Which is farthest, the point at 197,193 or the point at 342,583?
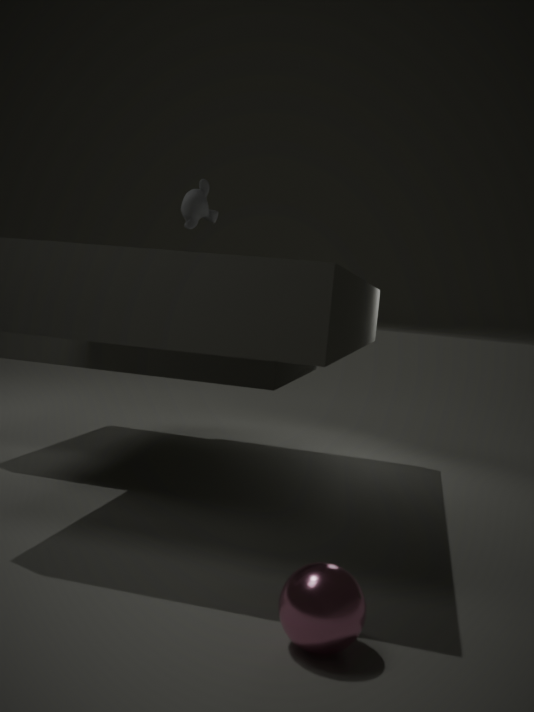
the point at 197,193
